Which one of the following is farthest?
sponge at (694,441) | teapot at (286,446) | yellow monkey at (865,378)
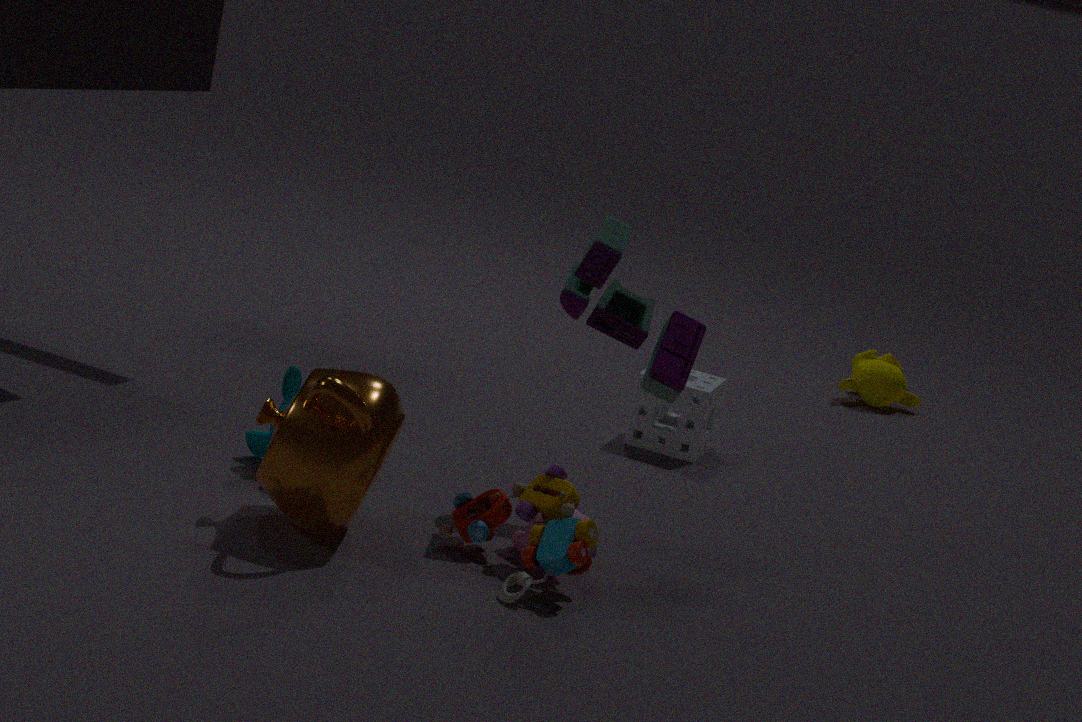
yellow monkey at (865,378)
